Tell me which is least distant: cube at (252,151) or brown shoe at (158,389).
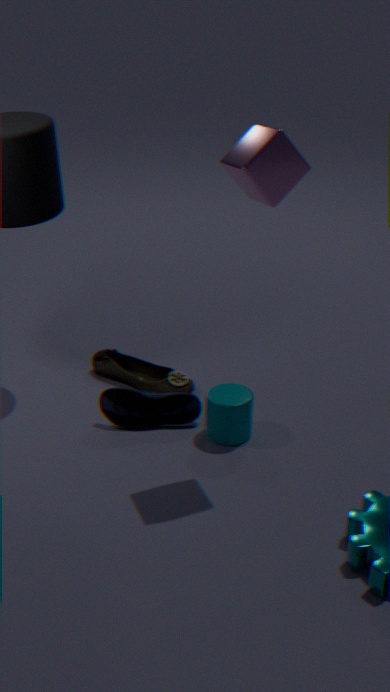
cube at (252,151)
